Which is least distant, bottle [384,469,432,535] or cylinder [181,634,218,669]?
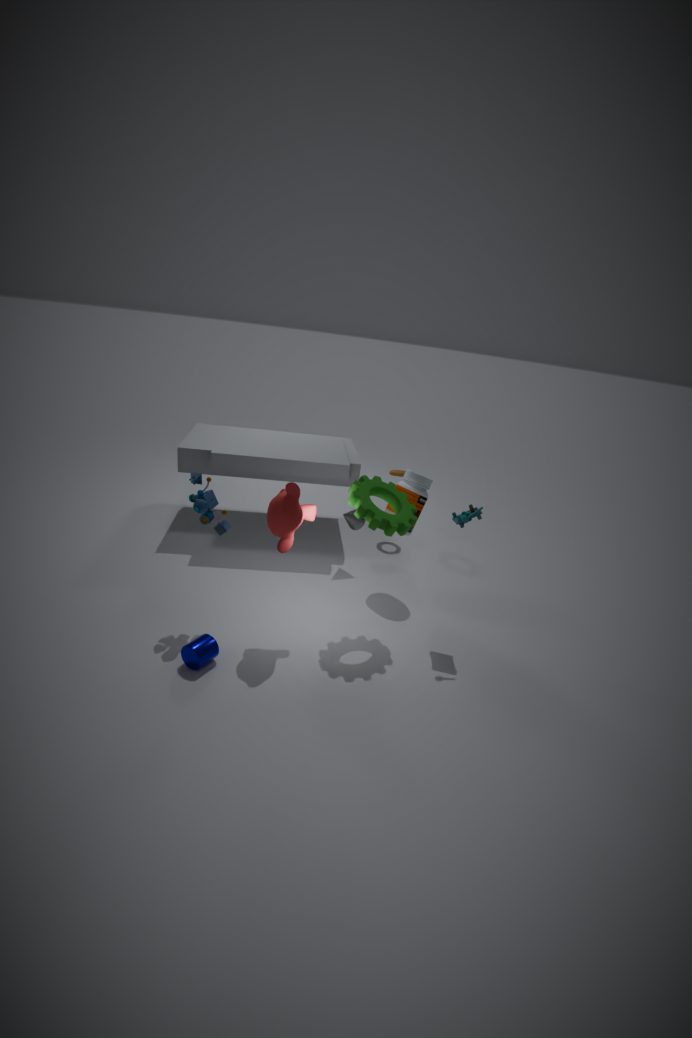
cylinder [181,634,218,669]
